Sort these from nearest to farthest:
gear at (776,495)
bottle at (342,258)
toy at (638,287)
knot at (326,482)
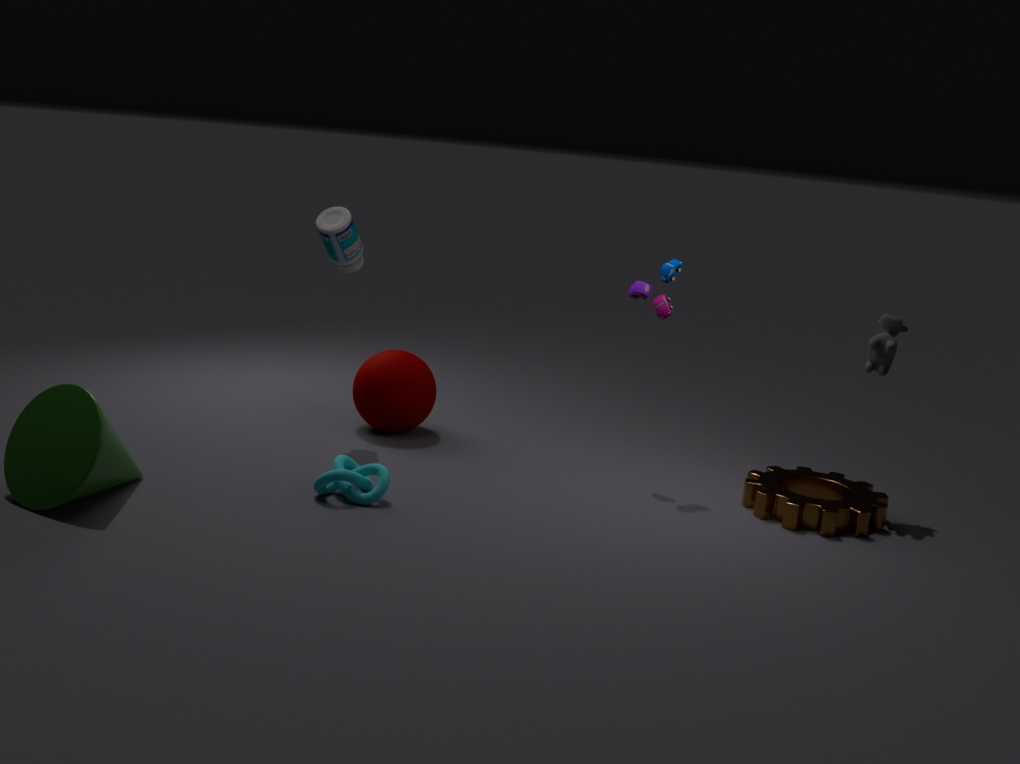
knot at (326,482)
gear at (776,495)
toy at (638,287)
bottle at (342,258)
